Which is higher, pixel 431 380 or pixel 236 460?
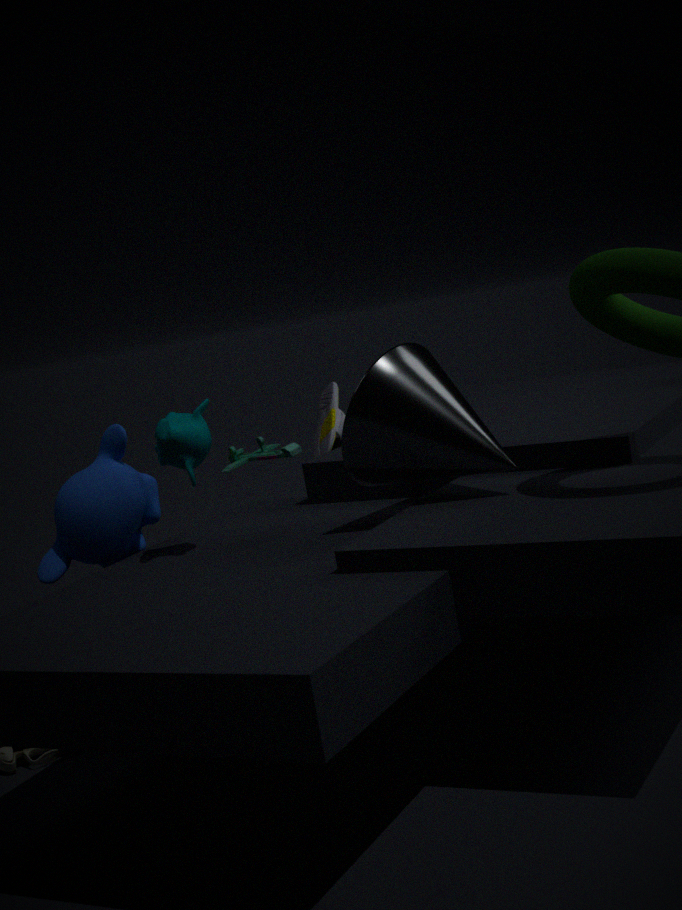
pixel 431 380
